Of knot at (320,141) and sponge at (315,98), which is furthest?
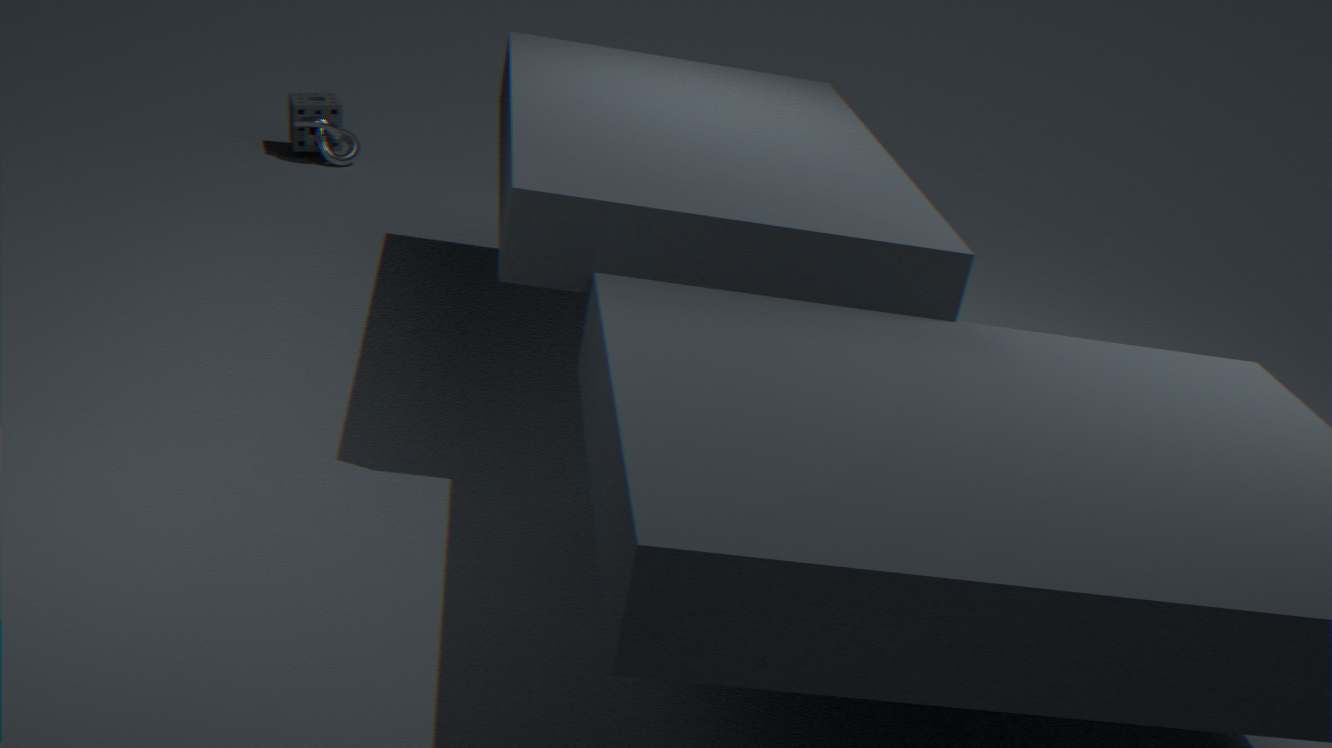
sponge at (315,98)
